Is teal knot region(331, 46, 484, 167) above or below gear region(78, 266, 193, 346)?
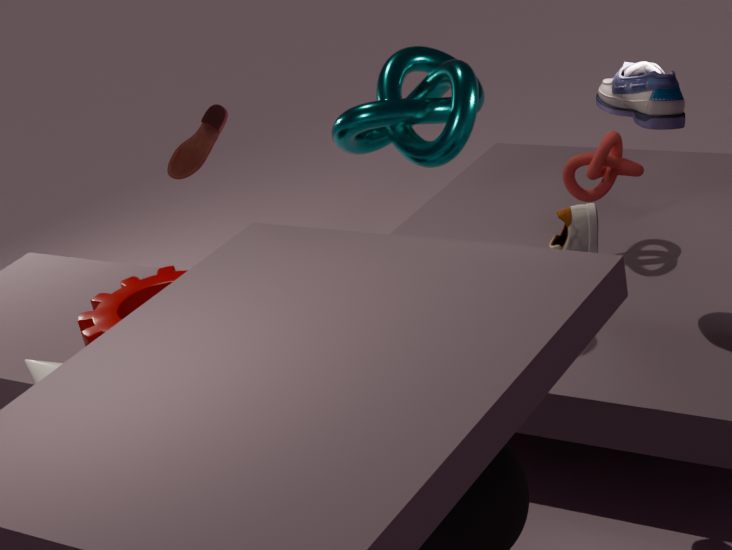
above
